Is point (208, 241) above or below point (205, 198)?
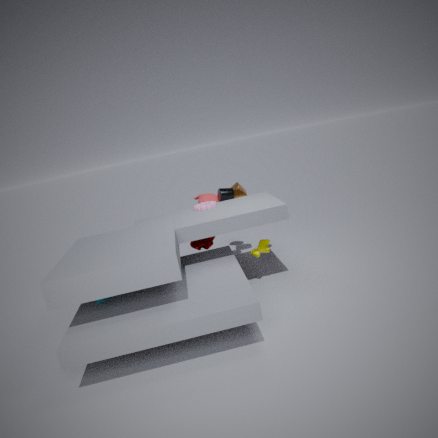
below
